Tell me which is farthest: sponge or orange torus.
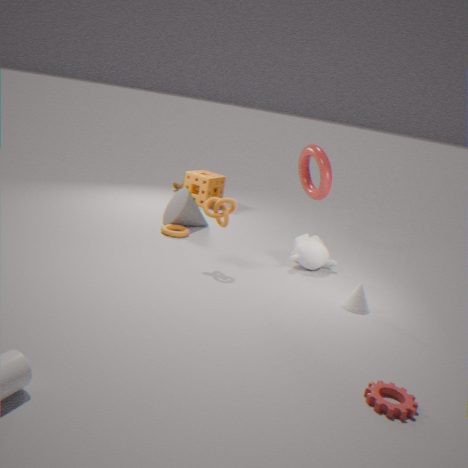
sponge
